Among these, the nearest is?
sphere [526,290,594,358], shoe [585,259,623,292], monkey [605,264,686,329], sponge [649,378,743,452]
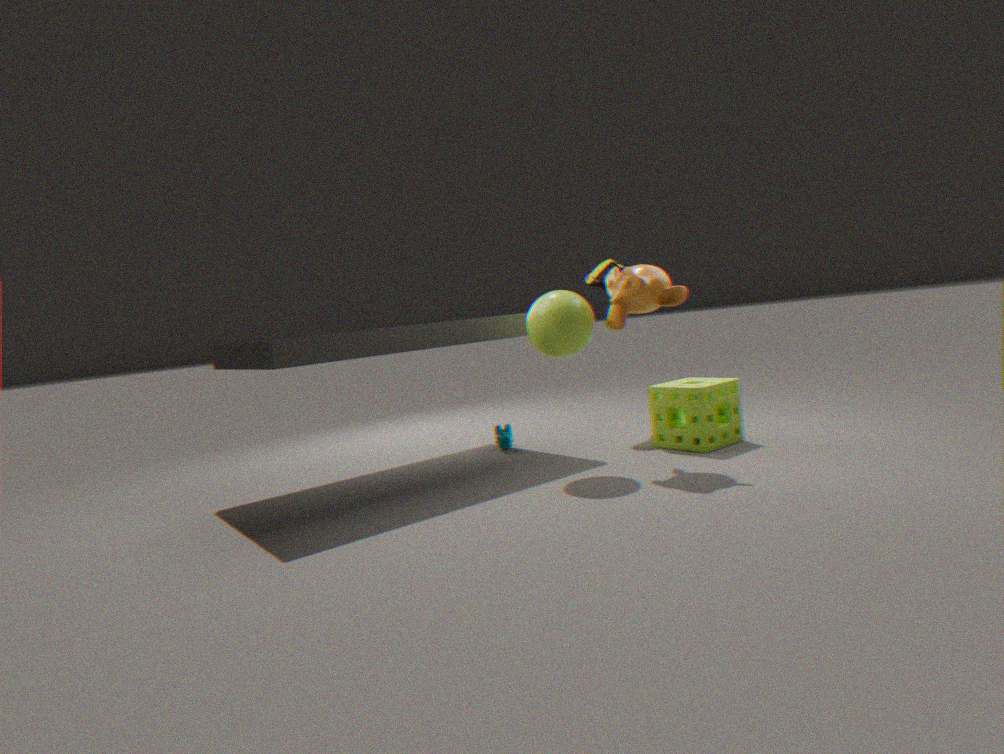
monkey [605,264,686,329]
